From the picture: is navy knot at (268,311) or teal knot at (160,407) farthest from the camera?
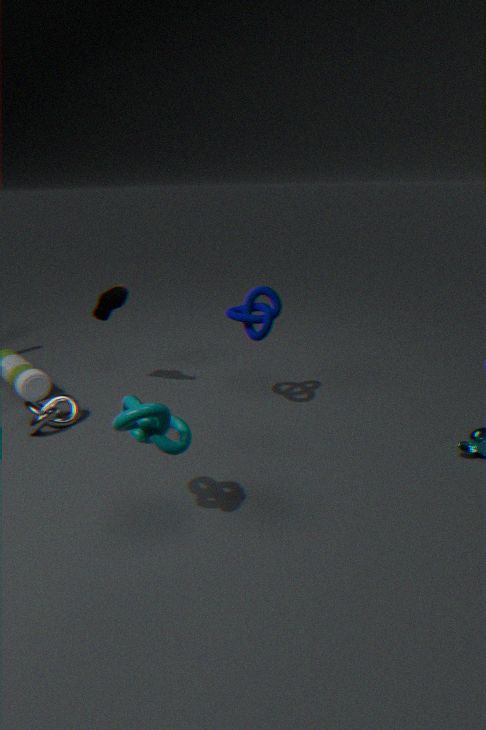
navy knot at (268,311)
